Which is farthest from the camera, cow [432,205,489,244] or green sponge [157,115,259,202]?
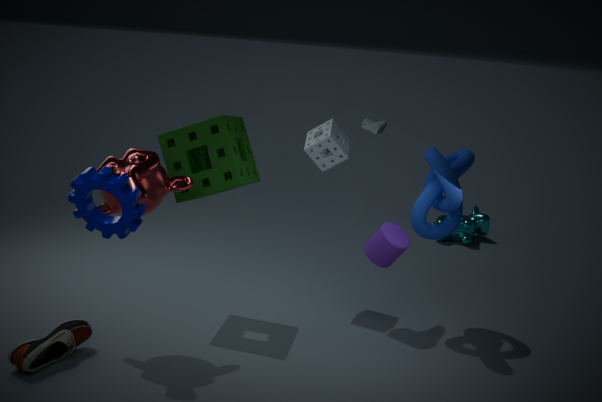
cow [432,205,489,244]
